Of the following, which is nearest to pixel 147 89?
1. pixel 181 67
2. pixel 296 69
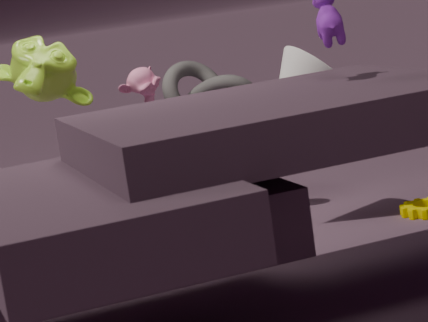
pixel 181 67
